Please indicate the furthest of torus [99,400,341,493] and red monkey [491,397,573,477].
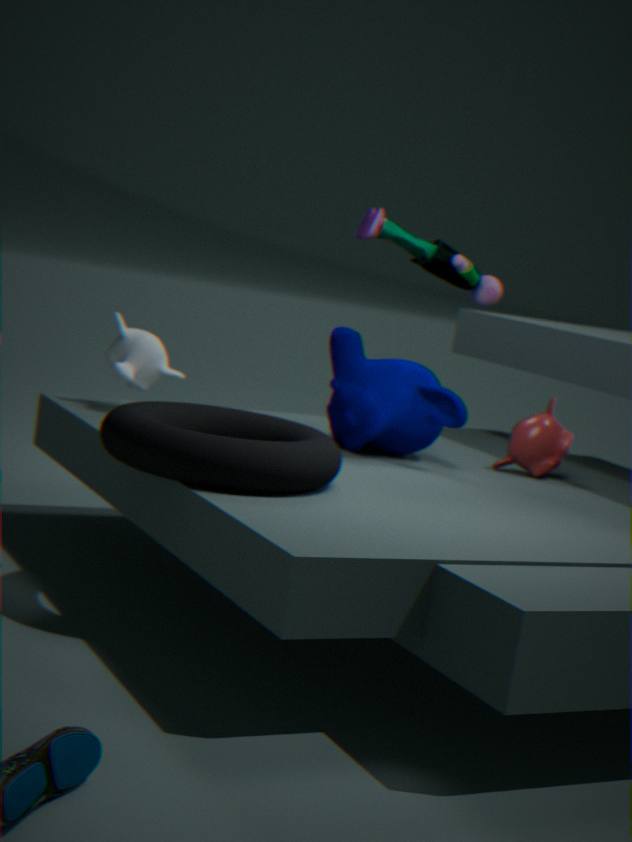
red monkey [491,397,573,477]
